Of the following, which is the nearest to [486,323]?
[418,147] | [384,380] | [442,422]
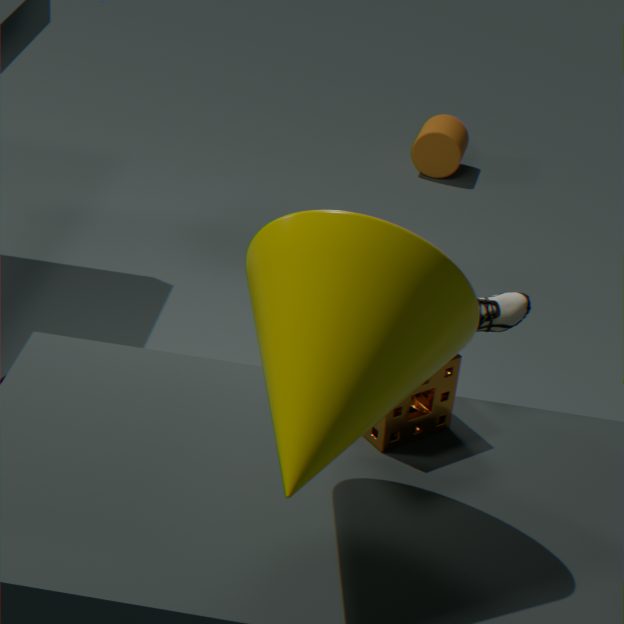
[442,422]
